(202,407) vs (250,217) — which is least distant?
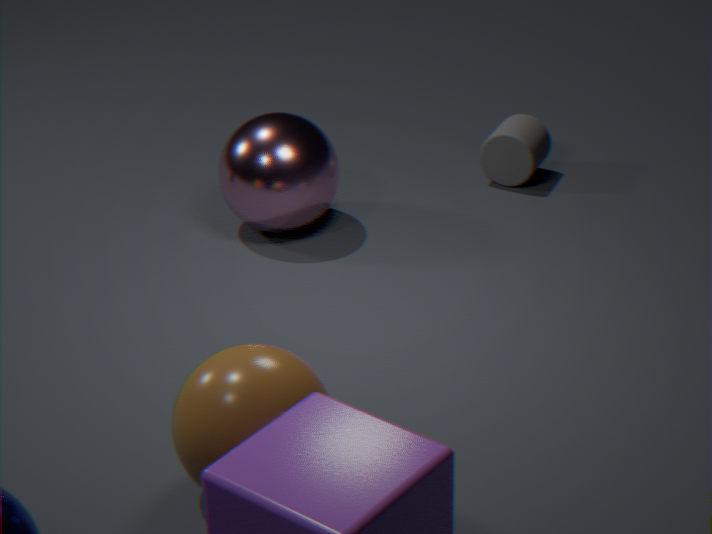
(202,407)
